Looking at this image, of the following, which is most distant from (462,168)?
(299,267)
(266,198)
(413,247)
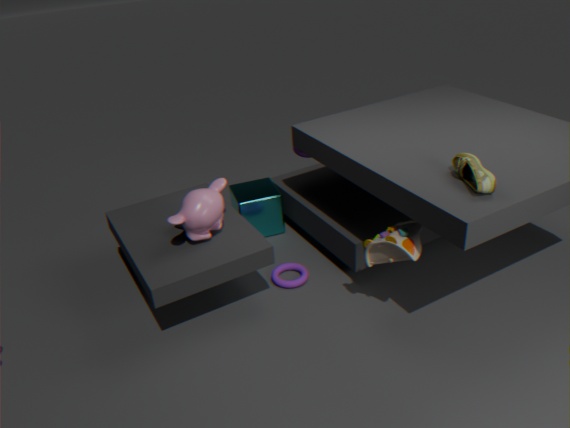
(266,198)
